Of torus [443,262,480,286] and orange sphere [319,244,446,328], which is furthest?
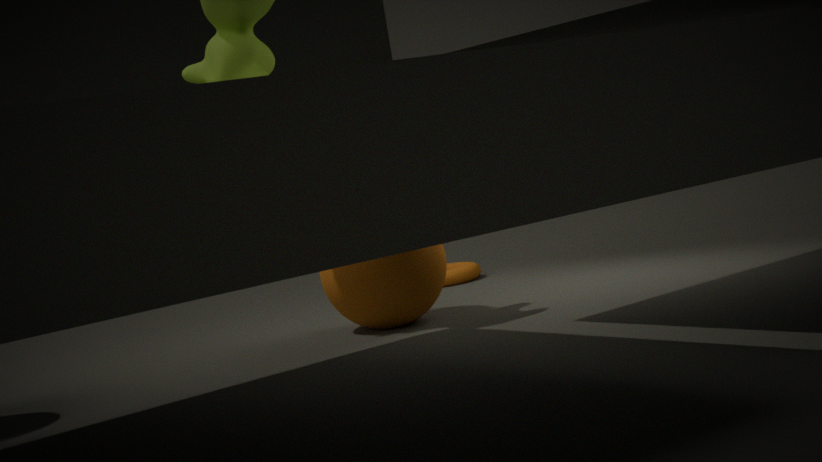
torus [443,262,480,286]
